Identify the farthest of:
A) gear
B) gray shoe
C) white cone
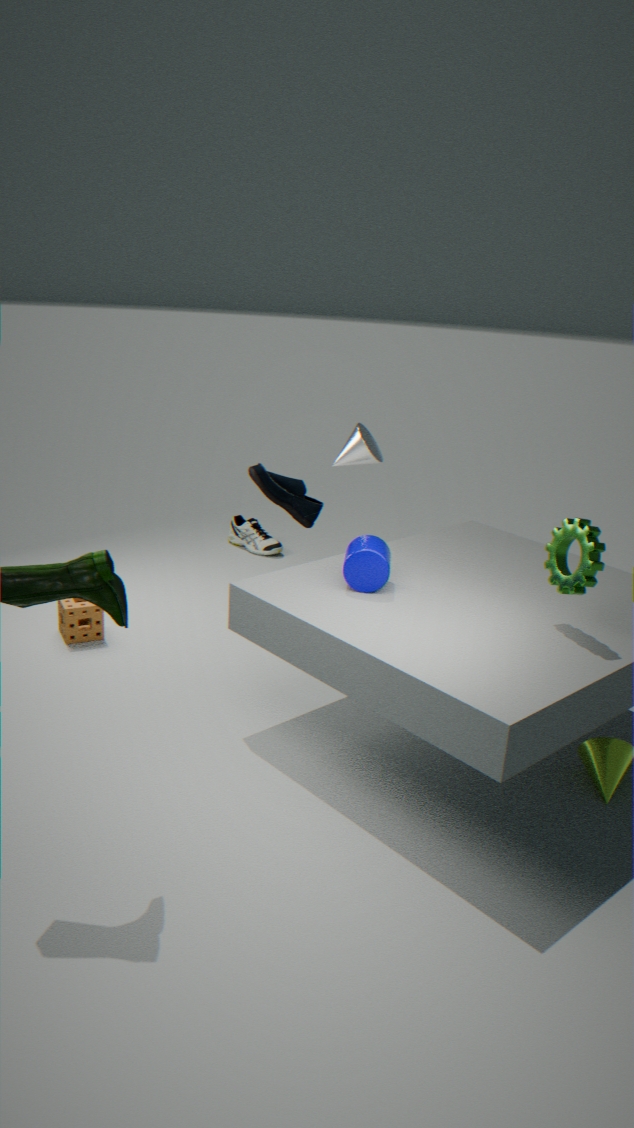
gray shoe
